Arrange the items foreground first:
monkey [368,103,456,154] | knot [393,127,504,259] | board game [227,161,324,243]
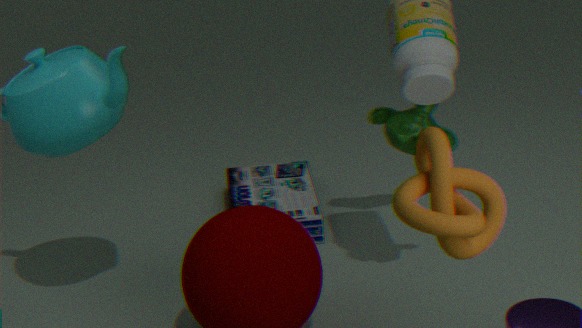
knot [393,127,504,259] → monkey [368,103,456,154] → board game [227,161,324,243]
